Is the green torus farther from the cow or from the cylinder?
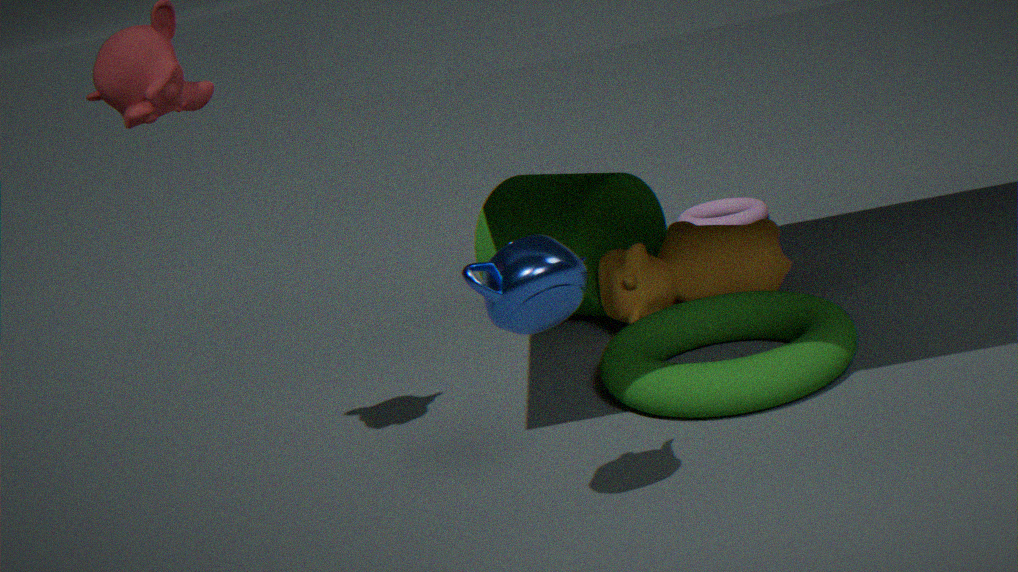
the cylinder
